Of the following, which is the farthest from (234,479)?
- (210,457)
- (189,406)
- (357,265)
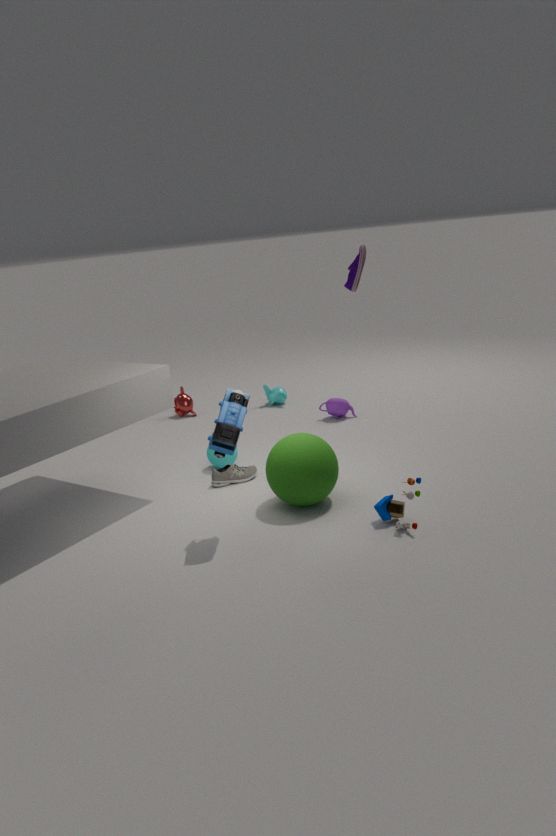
(189,406)
